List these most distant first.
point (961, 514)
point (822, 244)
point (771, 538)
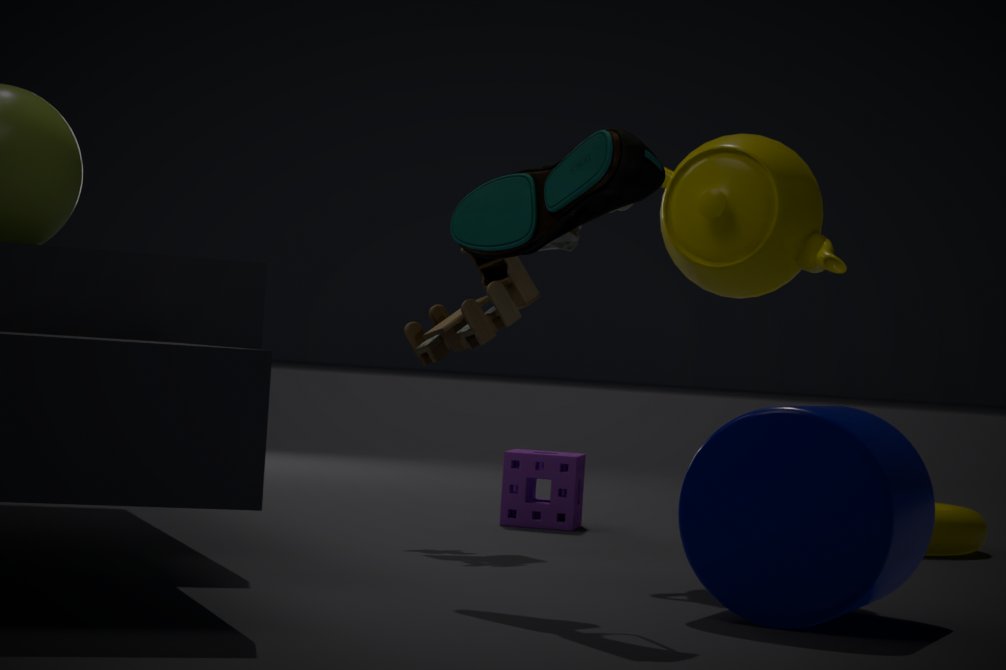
point (961, 514) → point (822, 244) → point (771, 538)
